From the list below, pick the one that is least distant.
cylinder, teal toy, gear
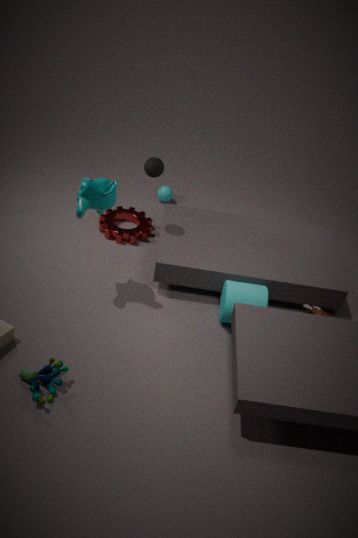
teal toy
